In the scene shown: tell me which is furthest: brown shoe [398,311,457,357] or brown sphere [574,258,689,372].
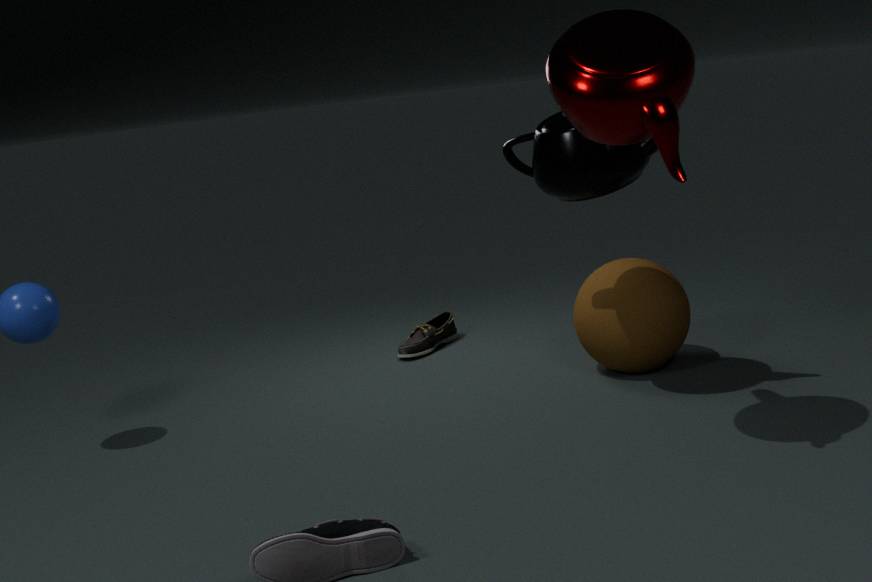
brown shoe [398,311,457,357]
